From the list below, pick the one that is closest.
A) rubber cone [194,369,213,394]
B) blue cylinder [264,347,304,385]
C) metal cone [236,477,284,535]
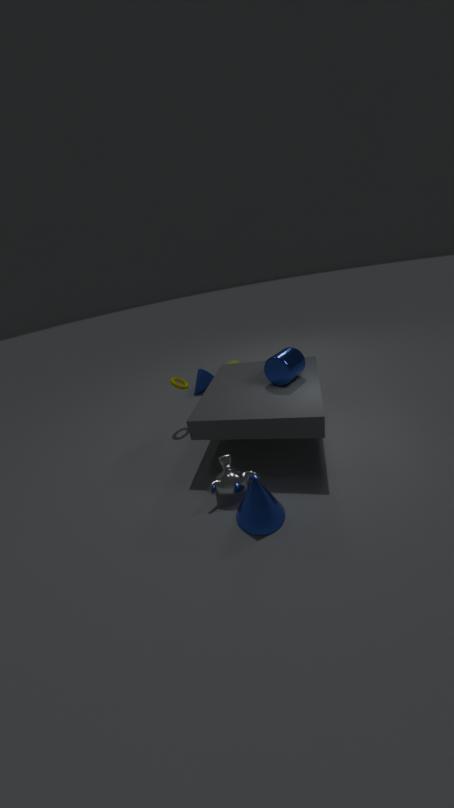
metal cone [236,477,284,535]
